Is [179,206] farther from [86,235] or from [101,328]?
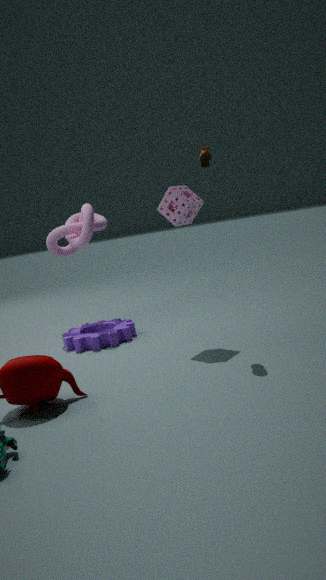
[101,328]
